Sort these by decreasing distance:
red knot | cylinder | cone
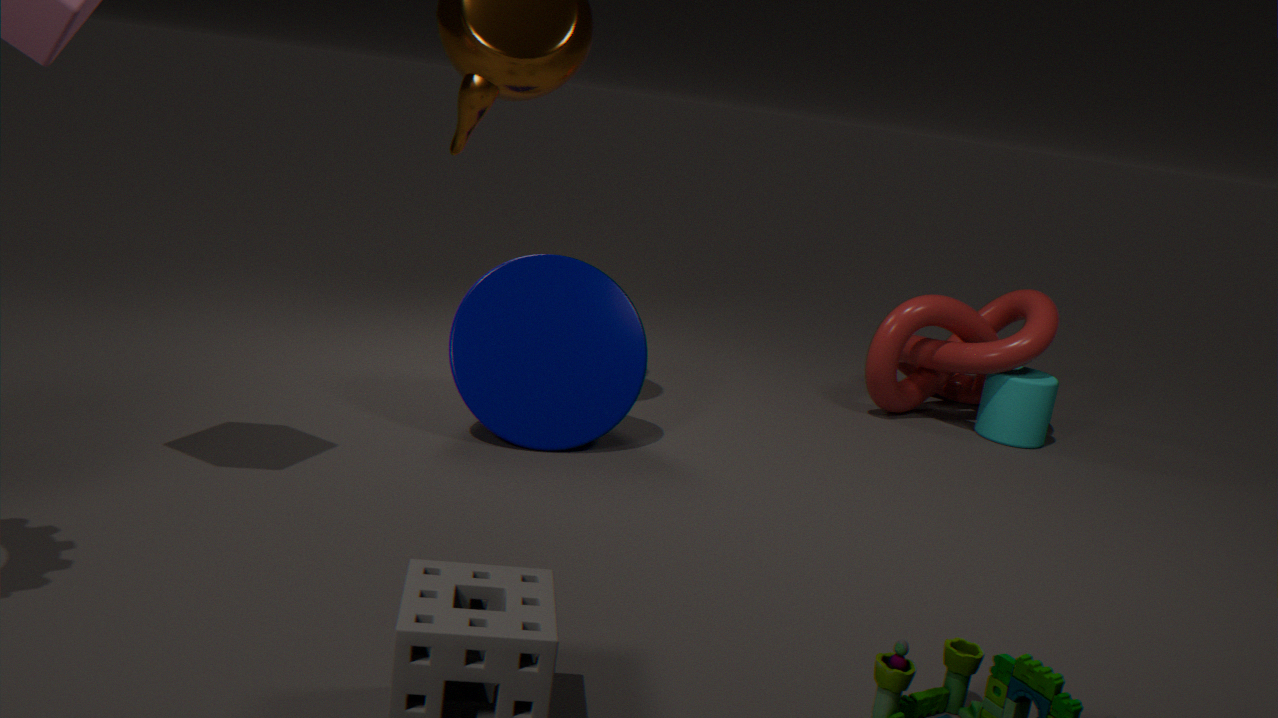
cylinder, red knot, cone
